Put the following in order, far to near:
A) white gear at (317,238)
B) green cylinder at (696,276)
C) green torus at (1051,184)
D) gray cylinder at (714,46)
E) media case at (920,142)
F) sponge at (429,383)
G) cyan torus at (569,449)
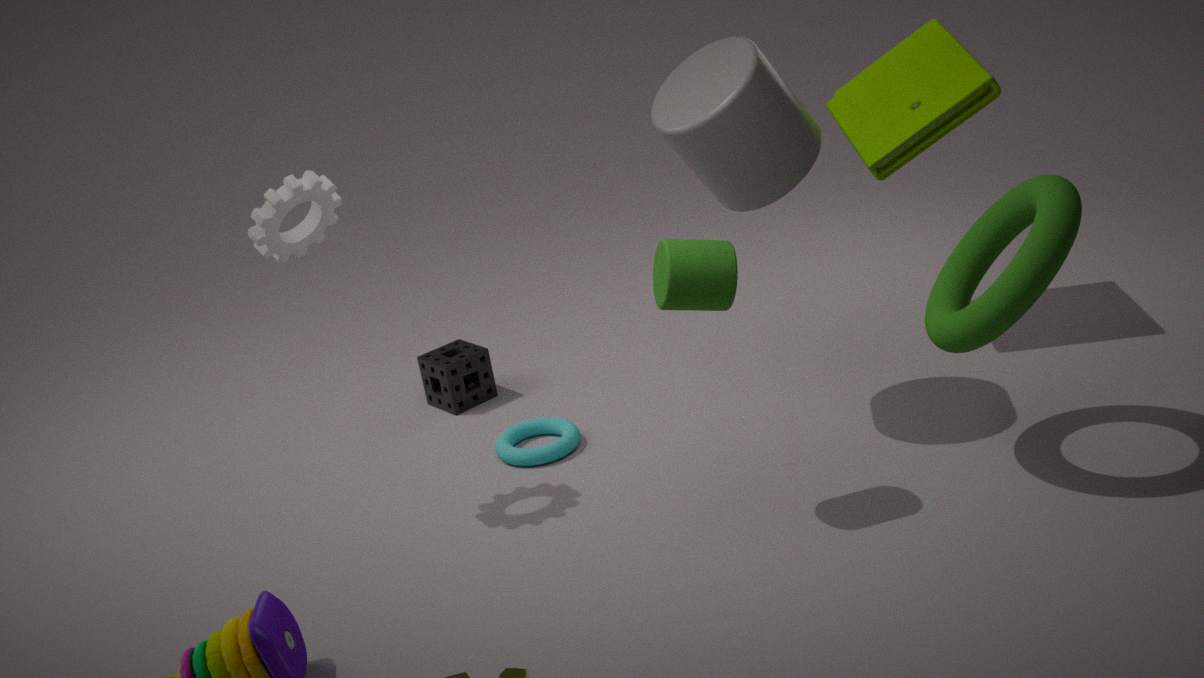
1. sponge at (429,383)
2. media case at (920,142)
3. cyan torus at (569,449)
4. gray cylinder at (714,46)
5. white gear at (317,238)
6. green cylinder at (696,276)
7. green torus at (1051,184)
